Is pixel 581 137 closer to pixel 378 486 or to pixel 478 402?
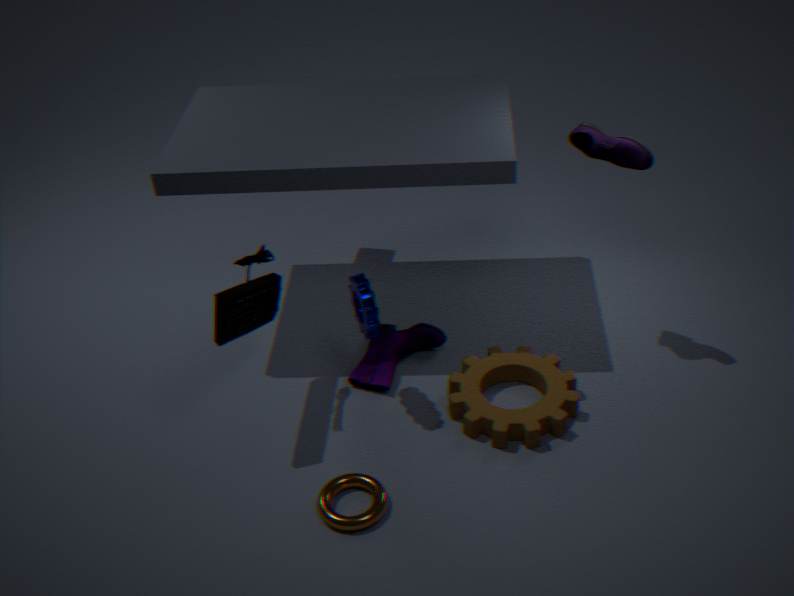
pixel 478 402
